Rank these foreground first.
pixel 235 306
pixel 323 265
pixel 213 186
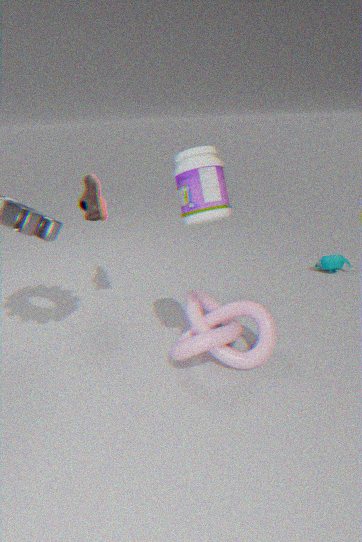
pixel 213 186
pixel 235 306
pixel 323 265
